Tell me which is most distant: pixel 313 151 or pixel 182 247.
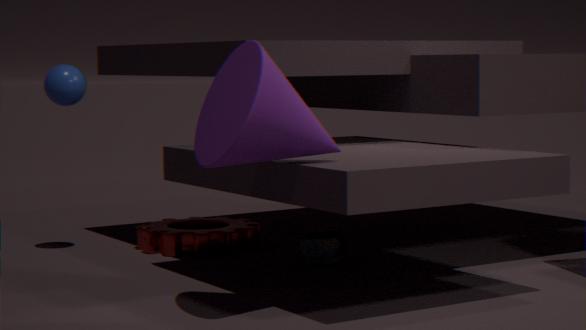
pixel 182 247
